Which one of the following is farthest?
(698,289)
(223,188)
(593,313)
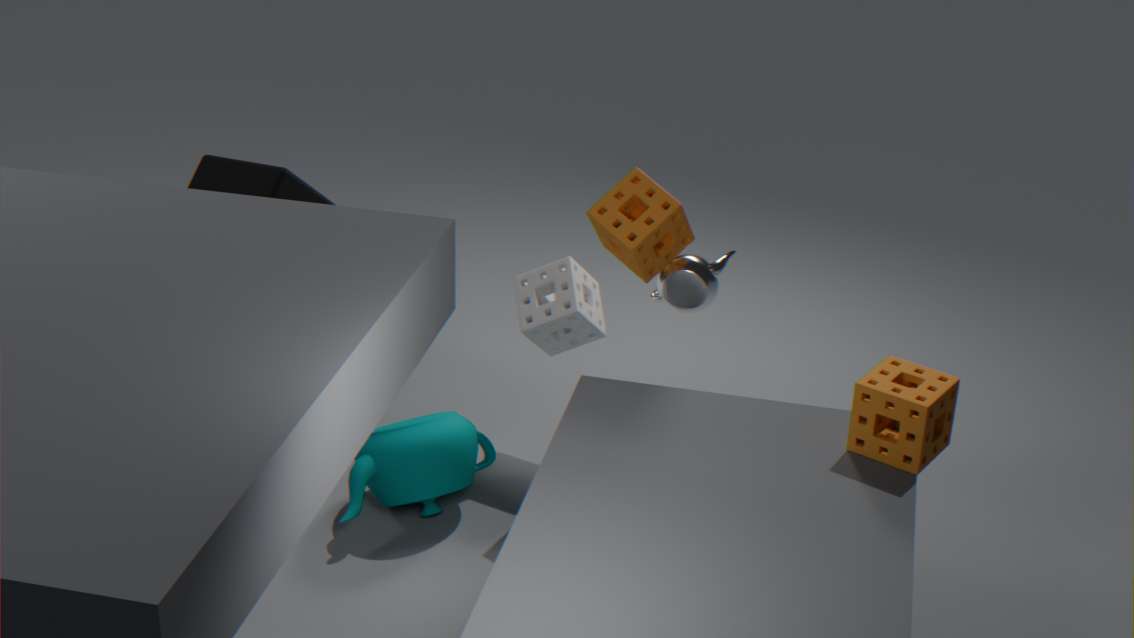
(223,188)
